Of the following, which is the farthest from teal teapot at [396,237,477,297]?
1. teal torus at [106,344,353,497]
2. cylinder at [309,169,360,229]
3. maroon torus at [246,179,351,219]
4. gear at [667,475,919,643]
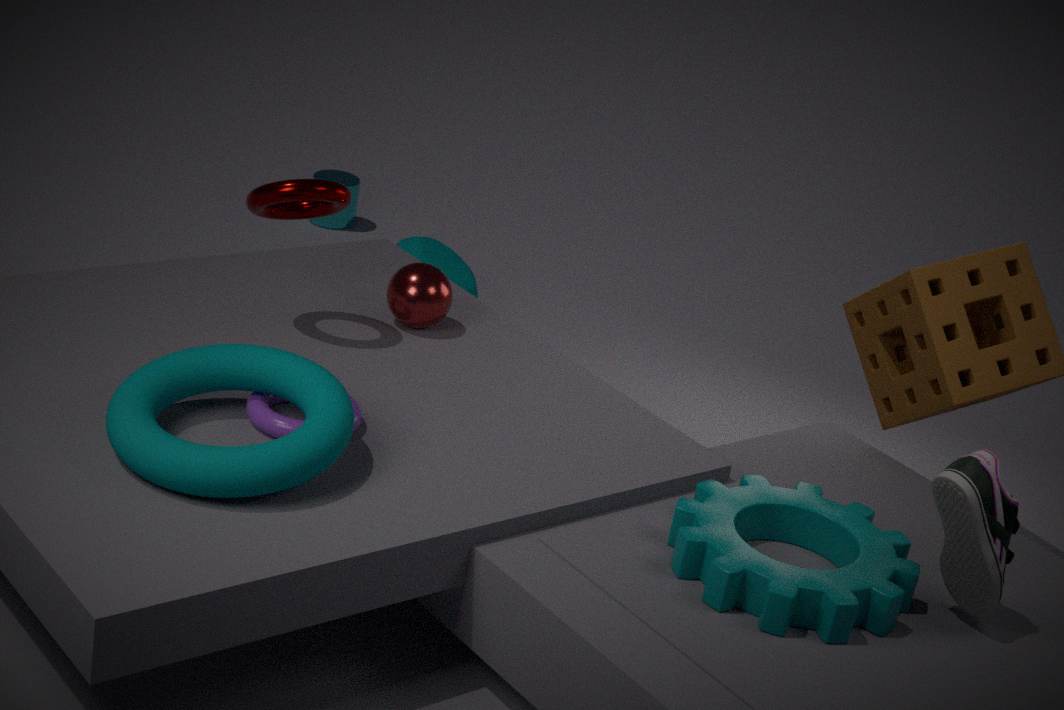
gear at [667,475,919,643]
